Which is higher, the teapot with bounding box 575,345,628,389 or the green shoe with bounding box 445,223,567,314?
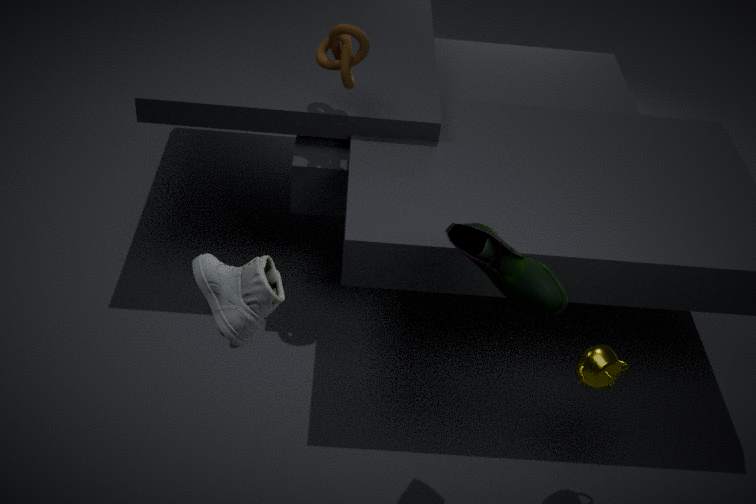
the green shoe with bounding box 445,223,567,314
